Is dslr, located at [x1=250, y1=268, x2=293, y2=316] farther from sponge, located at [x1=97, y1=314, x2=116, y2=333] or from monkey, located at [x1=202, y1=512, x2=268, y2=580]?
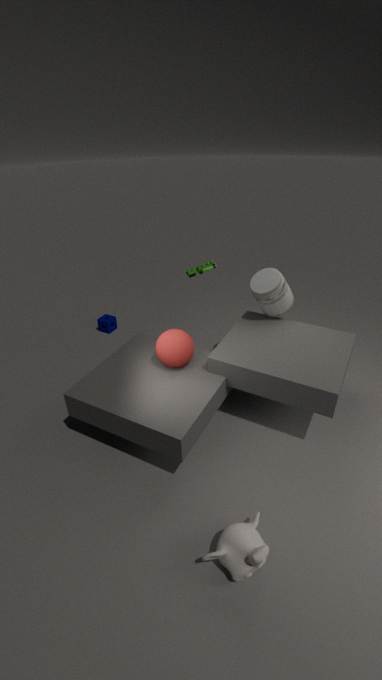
sponge, located at [x1=97, y1=314, x2=116, y2=333]
